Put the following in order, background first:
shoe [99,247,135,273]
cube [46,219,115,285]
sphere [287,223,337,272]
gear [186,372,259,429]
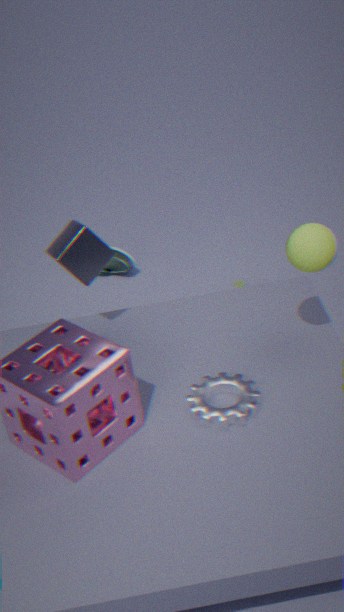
shoe [99,247,135,273] < cube [46,219,115,285] < gear [186,372,259,429] < sphere [287,223,337,272]
